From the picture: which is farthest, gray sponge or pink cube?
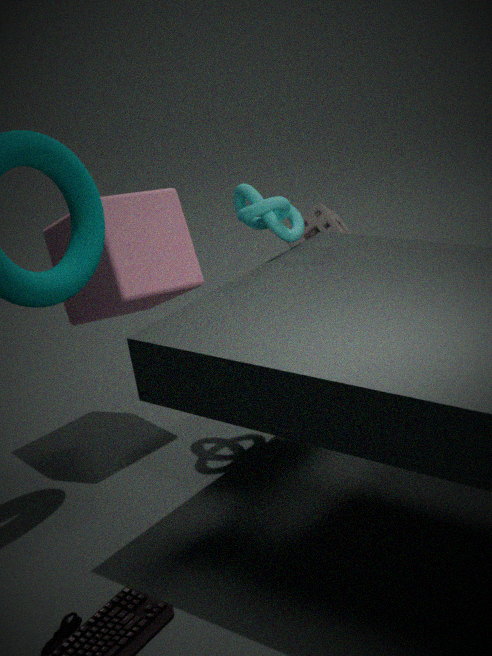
gray sponge
